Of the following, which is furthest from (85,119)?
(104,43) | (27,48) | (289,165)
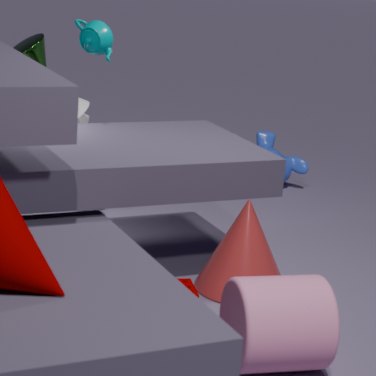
(289,165)
